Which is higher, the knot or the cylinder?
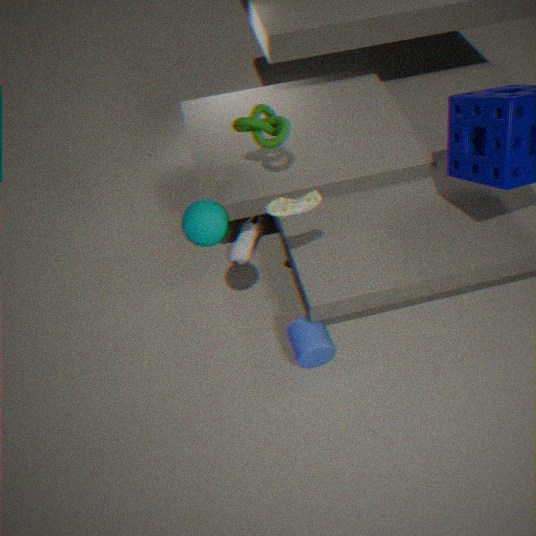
the knot
